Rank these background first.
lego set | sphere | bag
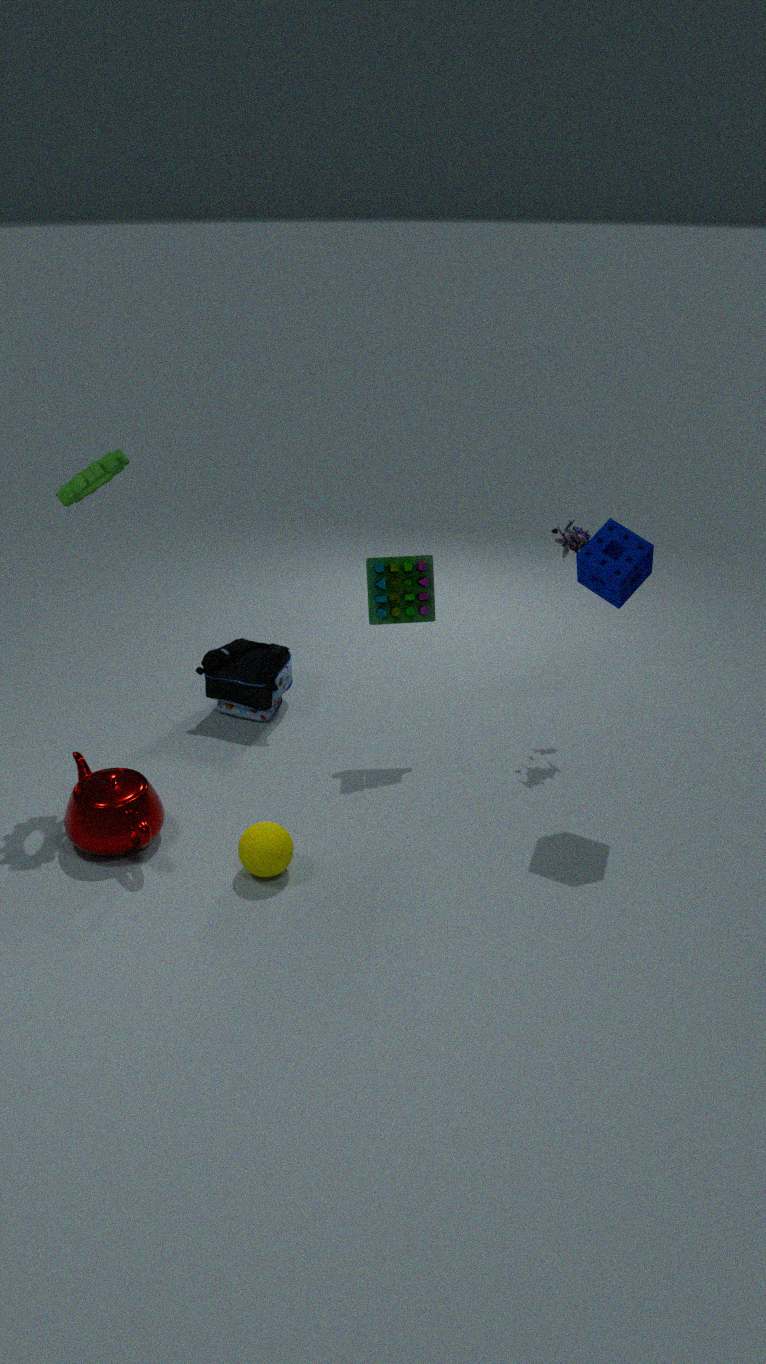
bag, lego set, sphere
